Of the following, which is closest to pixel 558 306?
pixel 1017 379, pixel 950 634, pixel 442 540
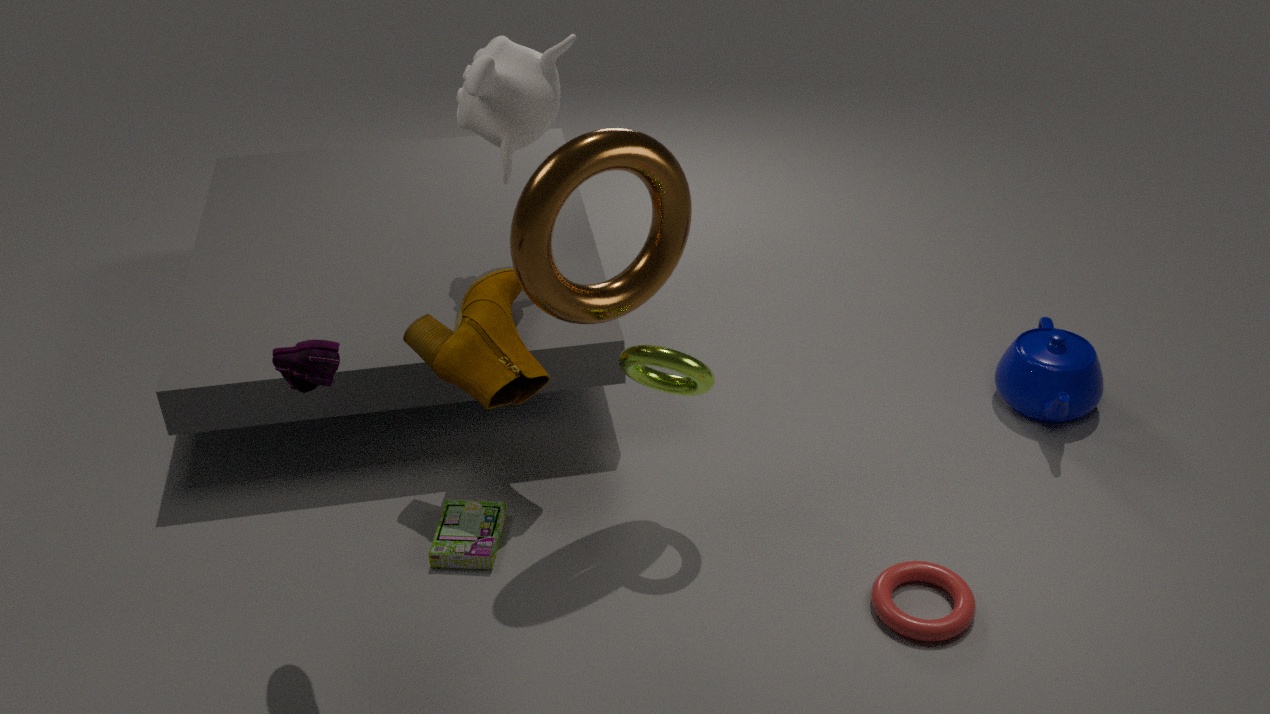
pixel 442 540
